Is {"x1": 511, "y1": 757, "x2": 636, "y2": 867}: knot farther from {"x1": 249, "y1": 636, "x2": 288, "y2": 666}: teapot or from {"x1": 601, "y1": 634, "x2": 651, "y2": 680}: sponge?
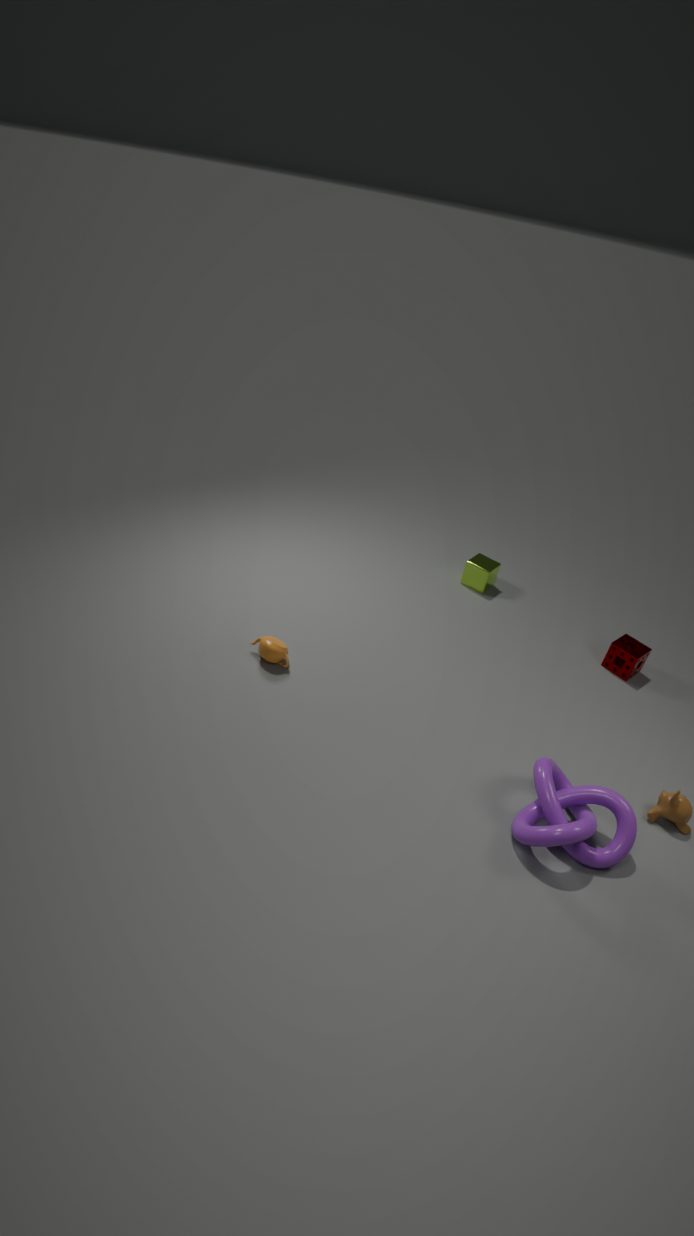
{"x1": 249, "y1": 636, "x2": 288, "y2": 666}: teapot
